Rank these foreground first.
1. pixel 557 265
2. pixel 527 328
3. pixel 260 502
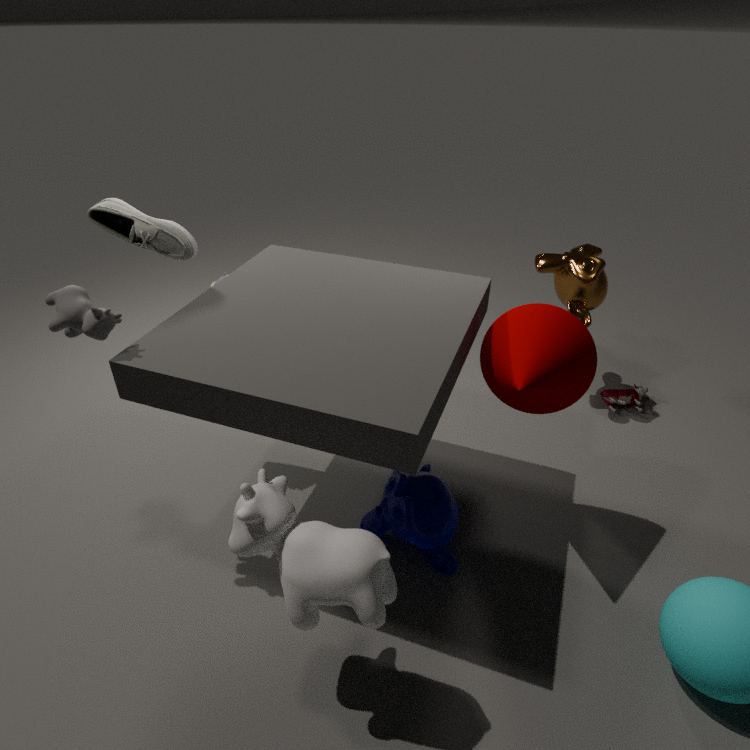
1. pixel 260 502
2. pixel 527 328
3. pixel 557 265
